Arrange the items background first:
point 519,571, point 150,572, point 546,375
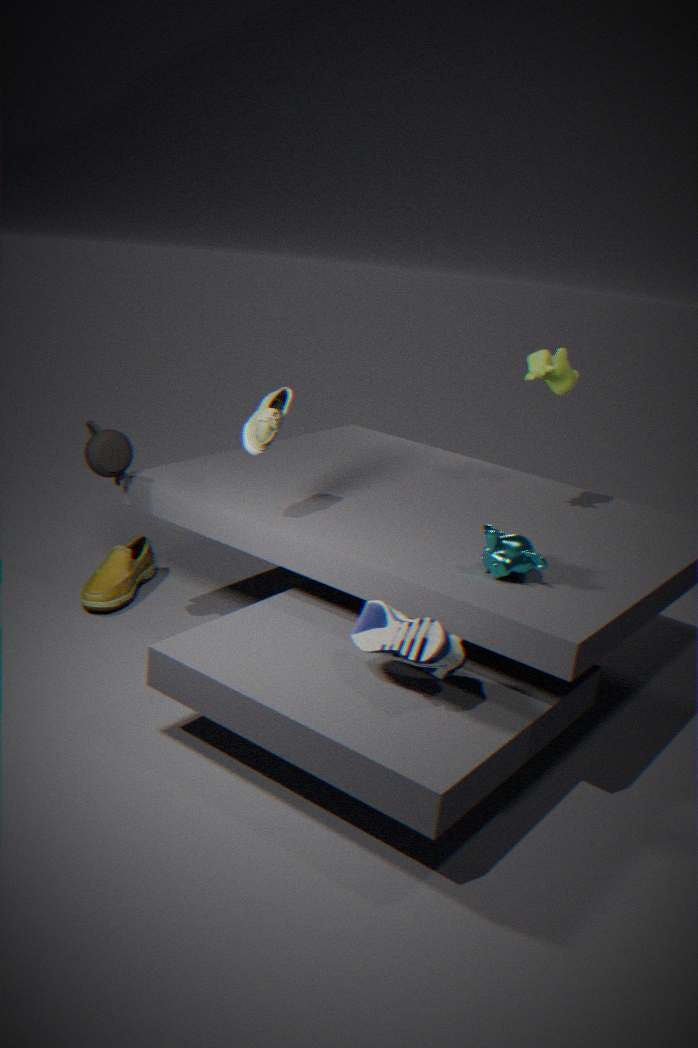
point 150,572, point 546,375, point 519,571
